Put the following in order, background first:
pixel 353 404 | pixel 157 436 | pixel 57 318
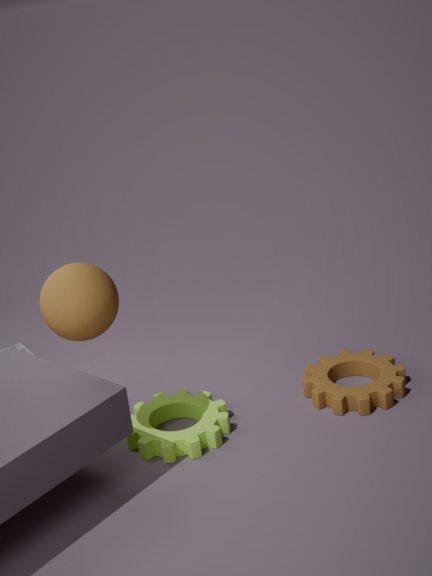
pixel 353 404 → pixel 157 436 → pixel 57 318
